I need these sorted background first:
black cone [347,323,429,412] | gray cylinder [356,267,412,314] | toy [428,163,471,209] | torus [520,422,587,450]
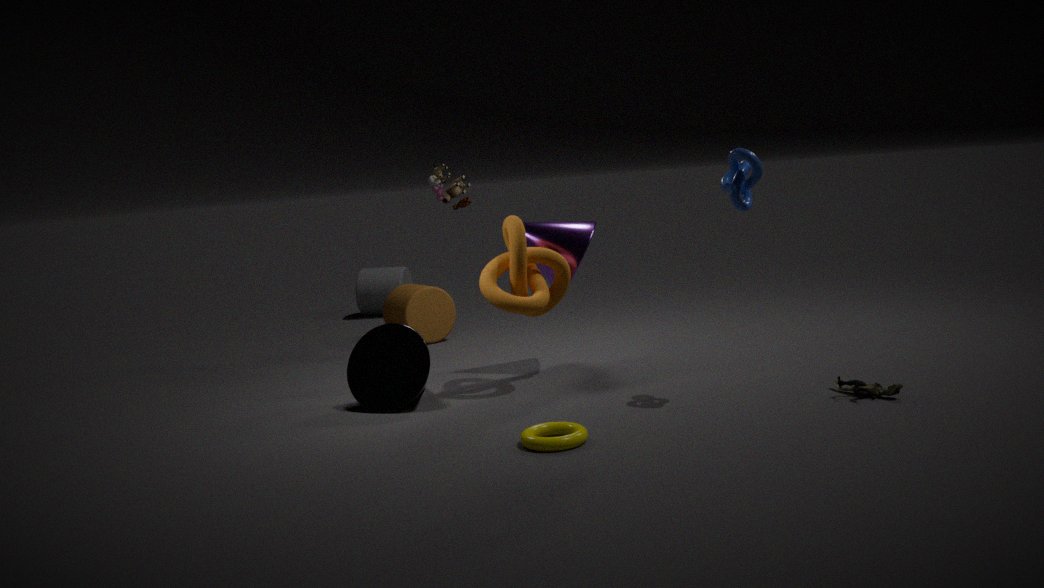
gray cylinder [356,267,412,314]
toy [428,163,471,209]
black cone [347,323,429,412]
torus [520,422,587,450]
